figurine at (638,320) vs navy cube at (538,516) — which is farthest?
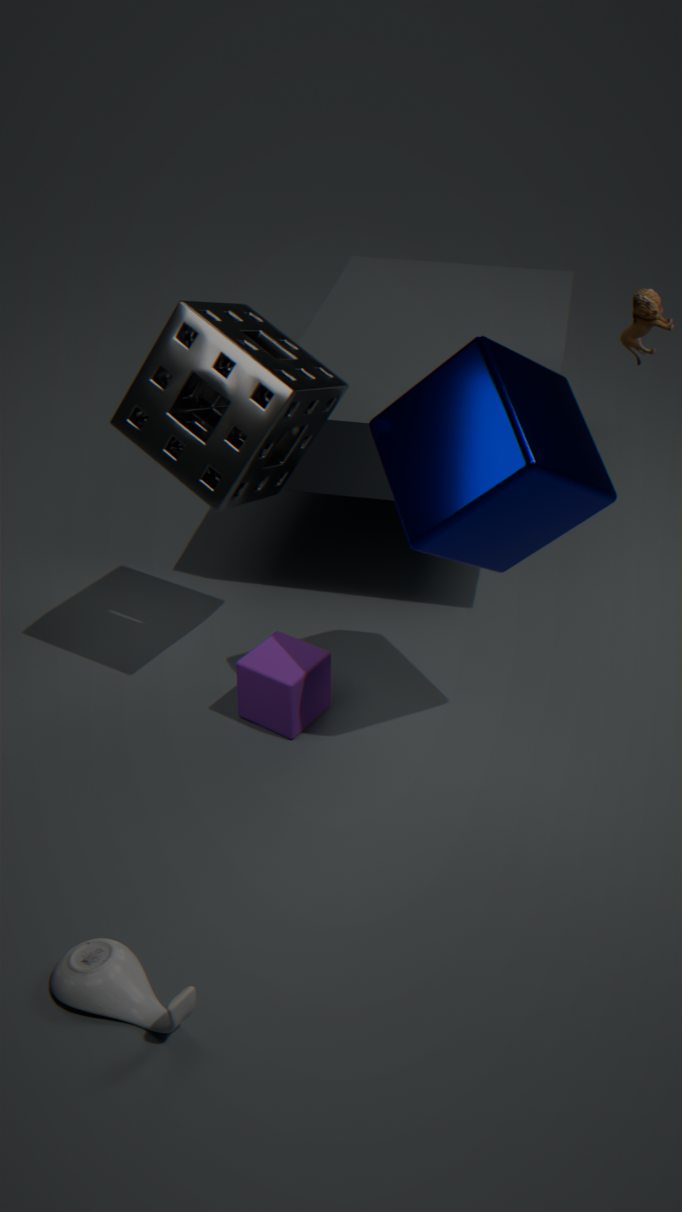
figurine at (638,320)
